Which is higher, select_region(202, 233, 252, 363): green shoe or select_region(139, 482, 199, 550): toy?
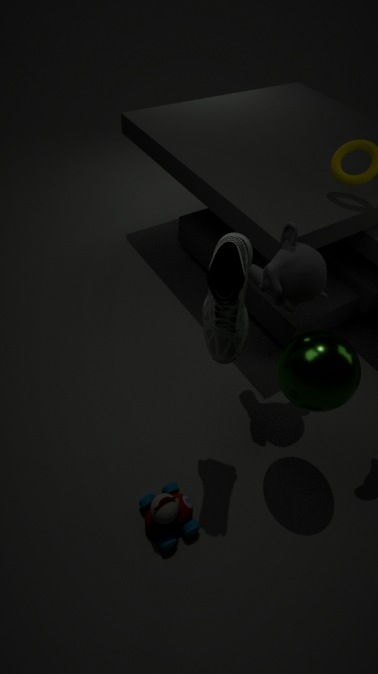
select_region(202, 233, 252, 363): green shoe
